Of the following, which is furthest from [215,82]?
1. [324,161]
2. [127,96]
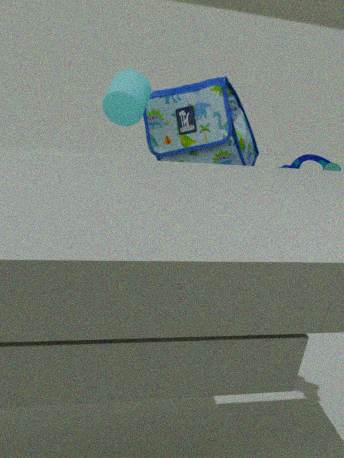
[324,161]
